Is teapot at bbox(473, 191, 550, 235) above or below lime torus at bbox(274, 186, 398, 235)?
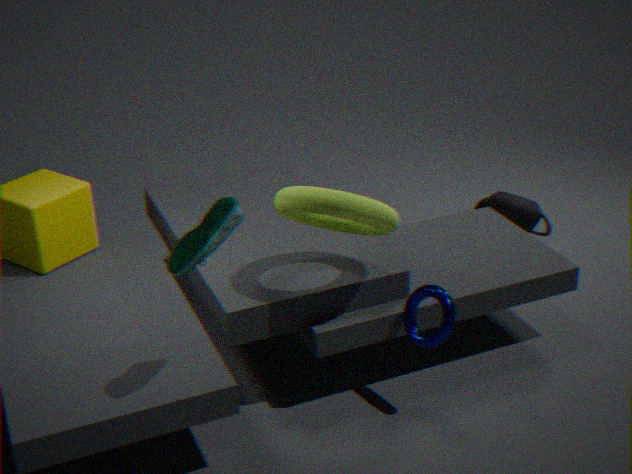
below
